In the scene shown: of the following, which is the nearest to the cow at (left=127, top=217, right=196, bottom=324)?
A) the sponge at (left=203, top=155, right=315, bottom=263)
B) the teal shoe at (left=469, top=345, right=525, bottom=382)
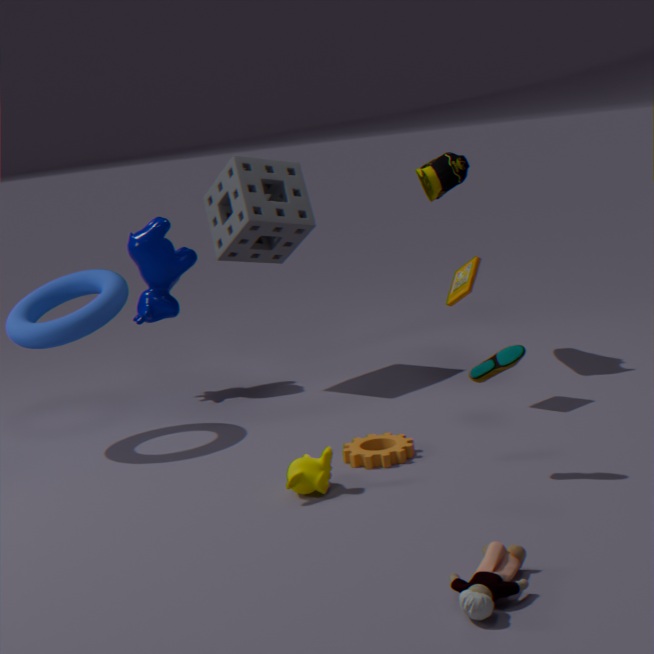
the sponge at (left=203, top=155, right=315, bottom=263)
